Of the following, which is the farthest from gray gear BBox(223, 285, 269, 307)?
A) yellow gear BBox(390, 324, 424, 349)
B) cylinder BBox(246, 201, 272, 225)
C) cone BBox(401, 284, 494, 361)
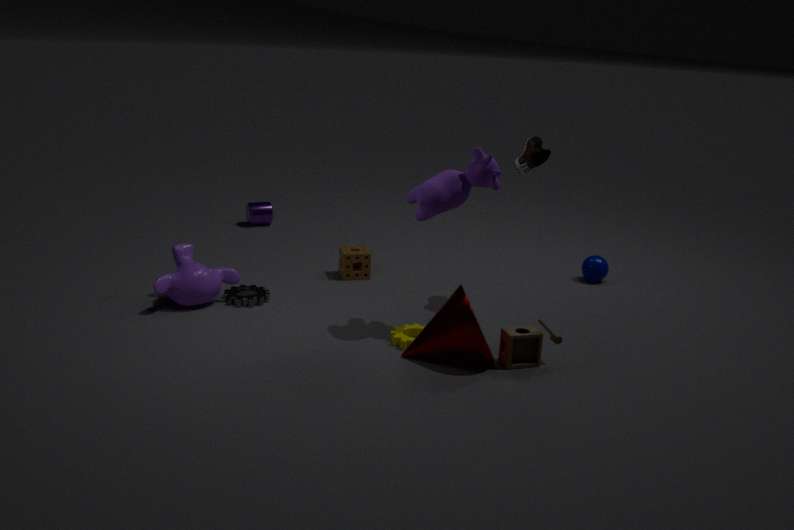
cylinder BBox(246, 201, 272, 225)
